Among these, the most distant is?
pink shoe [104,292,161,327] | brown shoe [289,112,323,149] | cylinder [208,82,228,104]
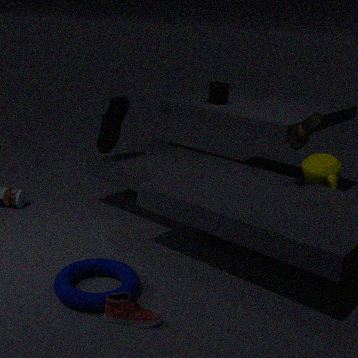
cylinder [208,82,228,104]
